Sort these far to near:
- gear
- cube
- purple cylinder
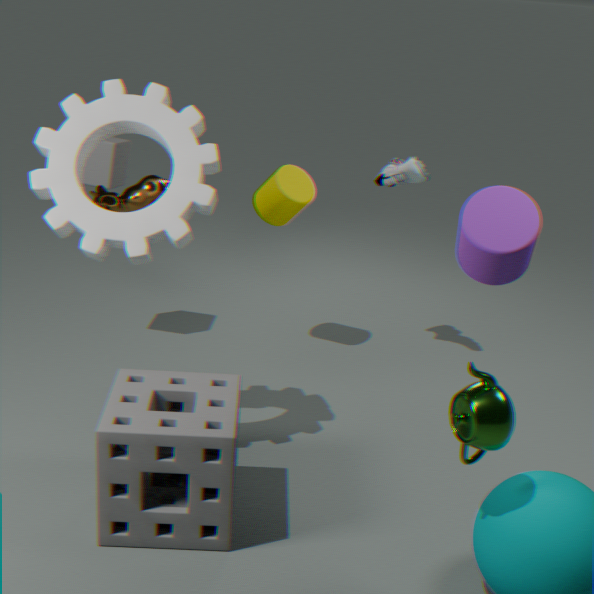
1. cube
2. gear
3. purple cylinder
